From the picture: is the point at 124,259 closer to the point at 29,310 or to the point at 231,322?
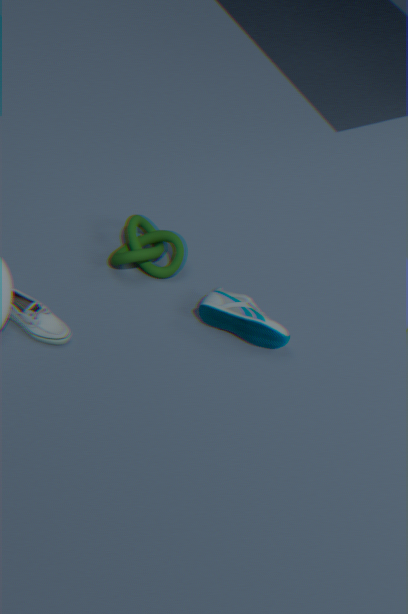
the point at 231,322
